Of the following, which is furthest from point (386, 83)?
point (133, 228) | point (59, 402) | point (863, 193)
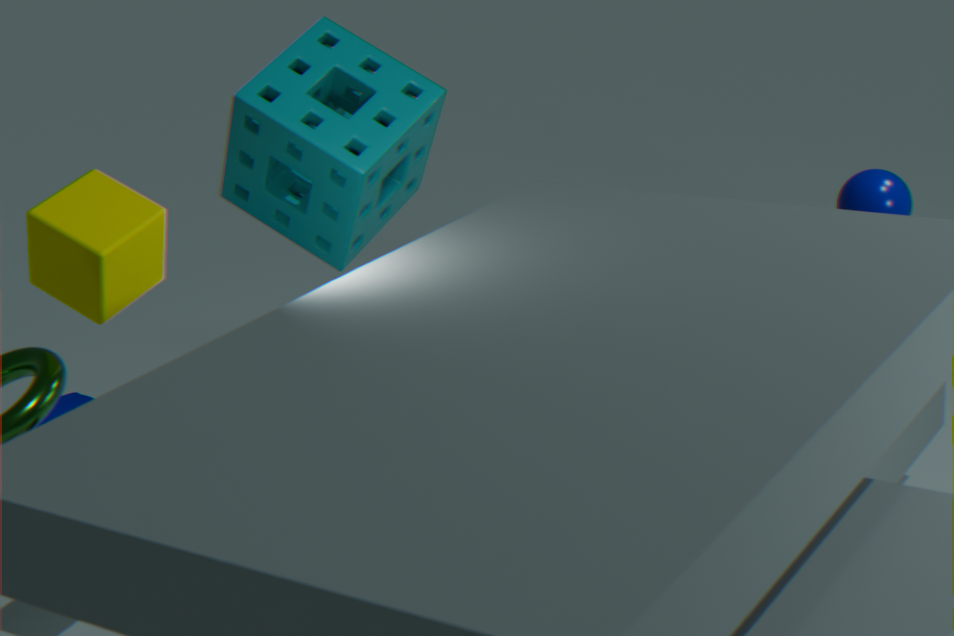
point (863, 193)
